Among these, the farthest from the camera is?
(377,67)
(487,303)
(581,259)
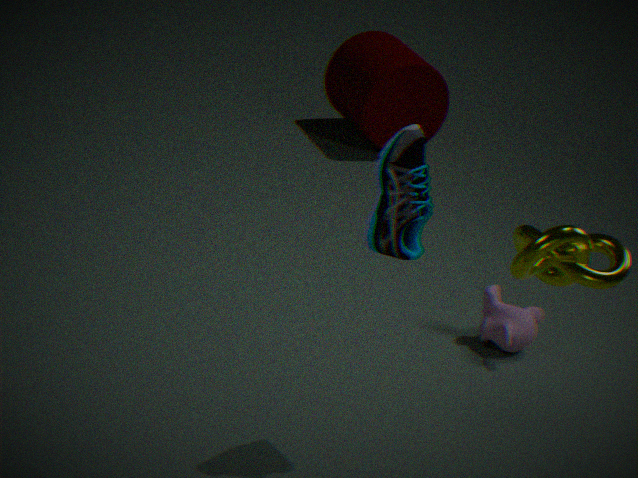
(377,67)
